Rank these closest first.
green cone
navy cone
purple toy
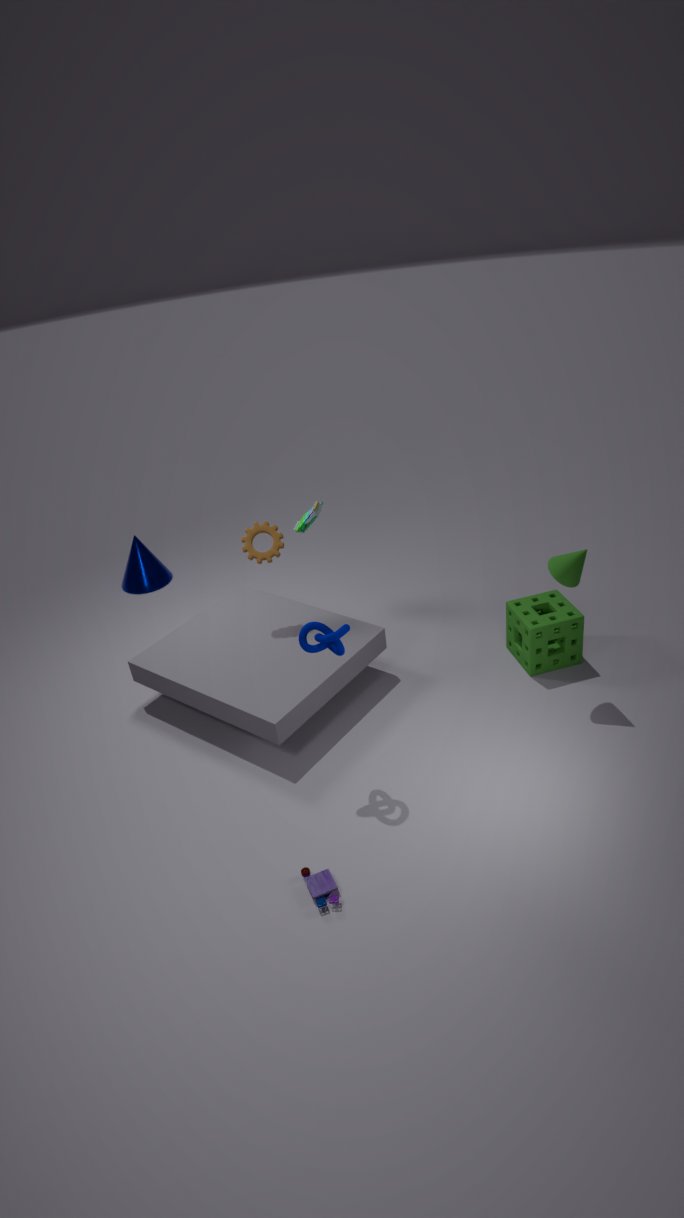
purple toy
green cone
navy cone
